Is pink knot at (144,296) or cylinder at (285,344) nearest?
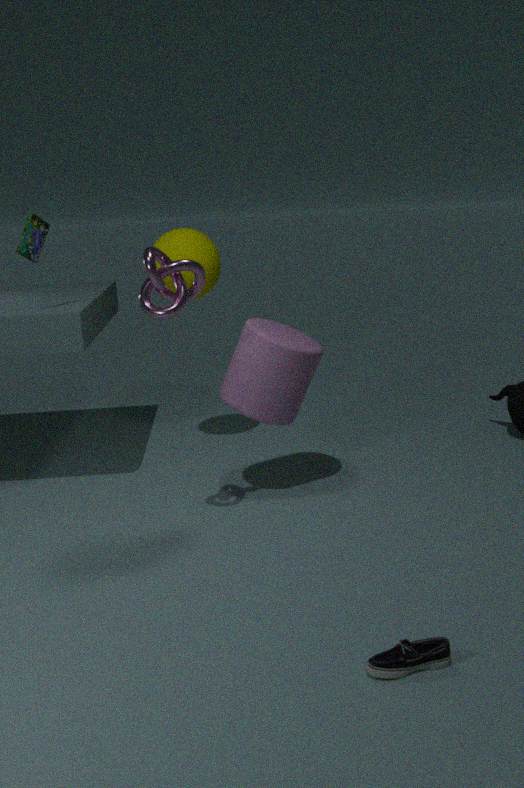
pink knot at (144,296)
